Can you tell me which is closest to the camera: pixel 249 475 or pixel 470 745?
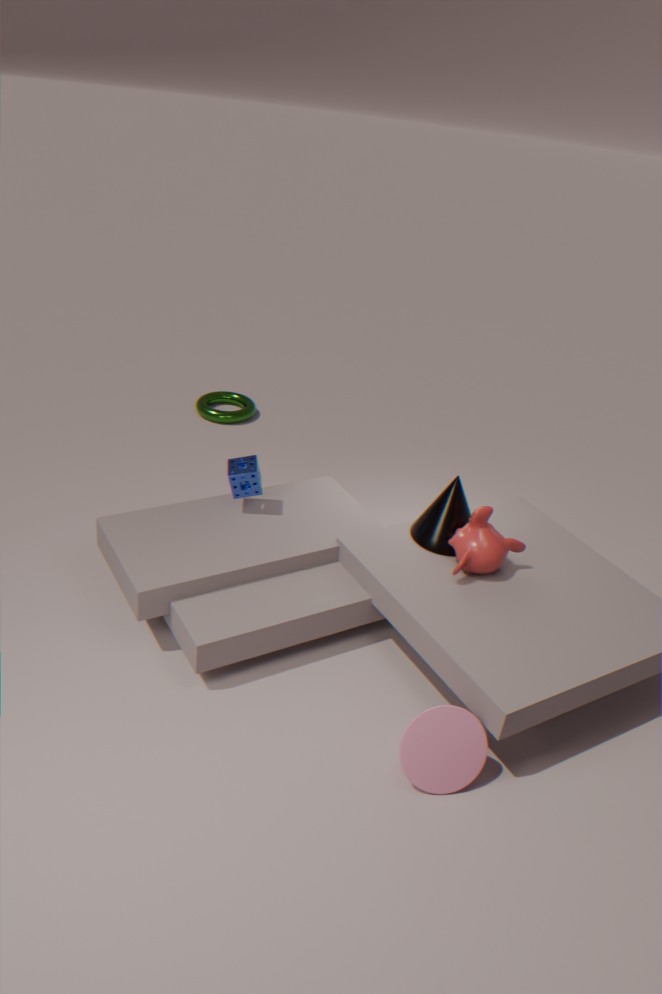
pixel 470 745
